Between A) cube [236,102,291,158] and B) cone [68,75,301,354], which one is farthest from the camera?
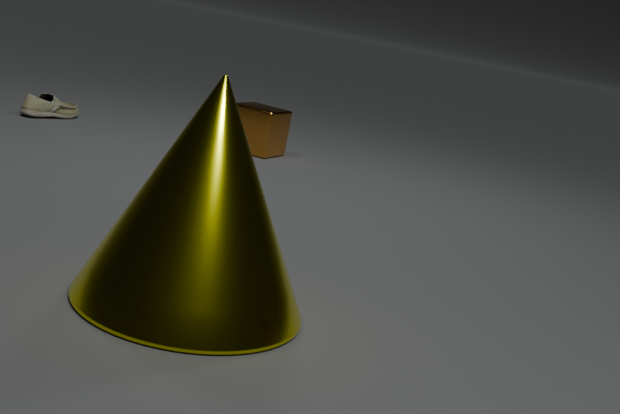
A. cube [236,102,291,158]
